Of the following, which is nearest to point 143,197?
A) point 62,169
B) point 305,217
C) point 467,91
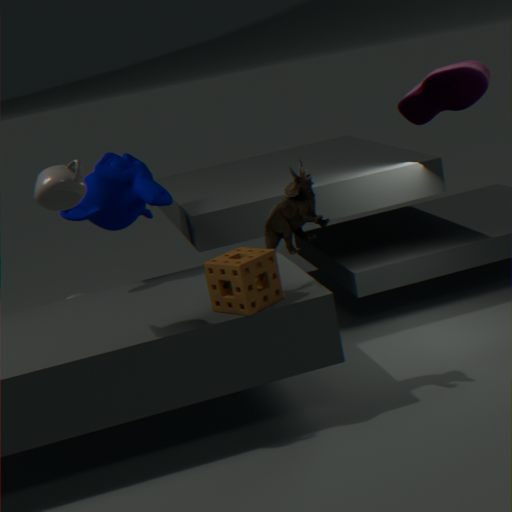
point 62,169
